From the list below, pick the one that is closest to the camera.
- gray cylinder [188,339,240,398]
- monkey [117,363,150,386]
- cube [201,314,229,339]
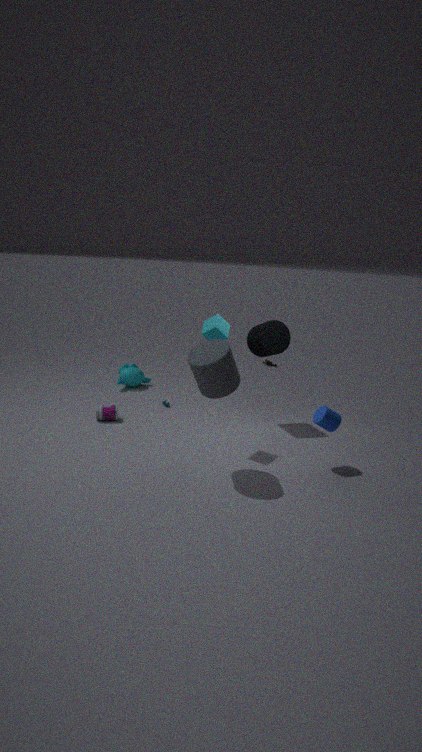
gray cylinder [188,339,240,398]
